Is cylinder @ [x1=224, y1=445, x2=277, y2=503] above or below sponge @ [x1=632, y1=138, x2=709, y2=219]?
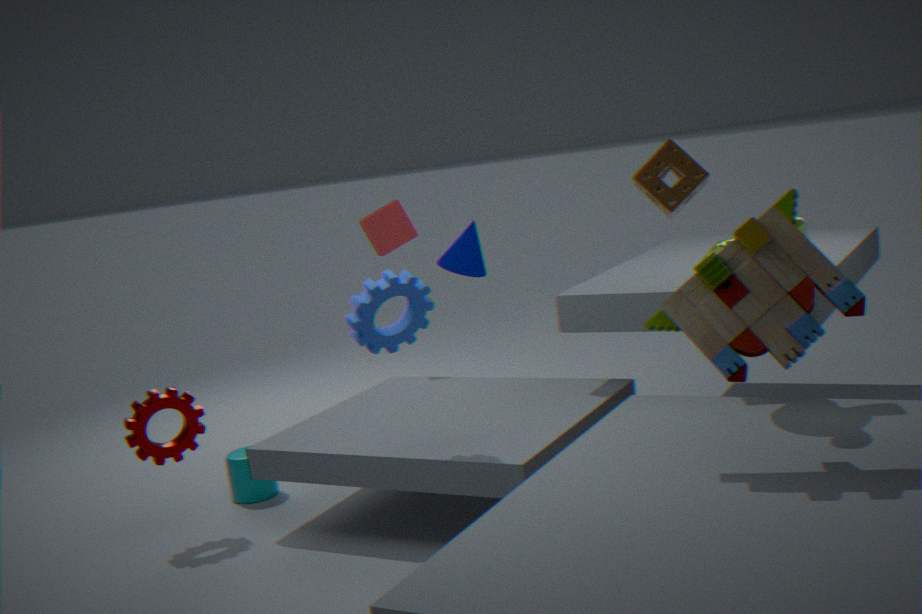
below
